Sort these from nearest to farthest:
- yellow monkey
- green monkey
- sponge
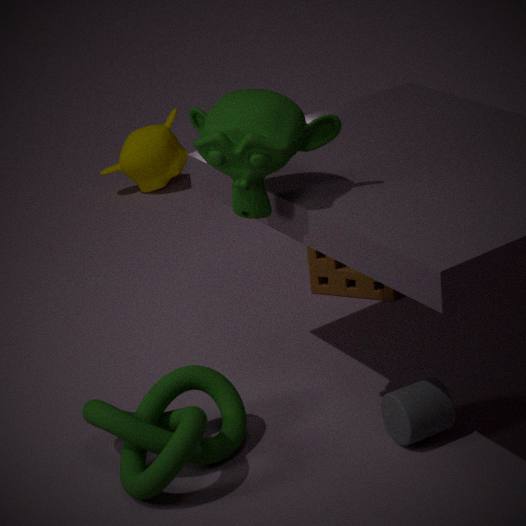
green monkey → sponge → yellow monkey
